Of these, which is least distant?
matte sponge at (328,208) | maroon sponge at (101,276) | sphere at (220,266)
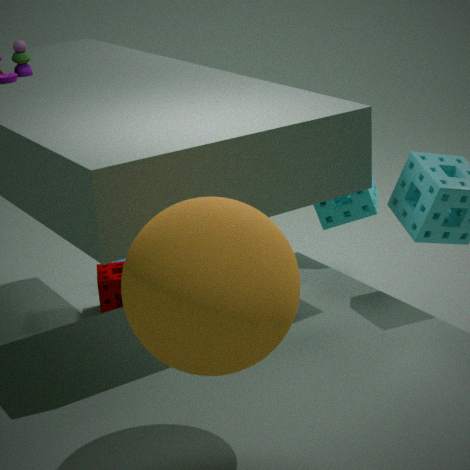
sphere at (220,266)
